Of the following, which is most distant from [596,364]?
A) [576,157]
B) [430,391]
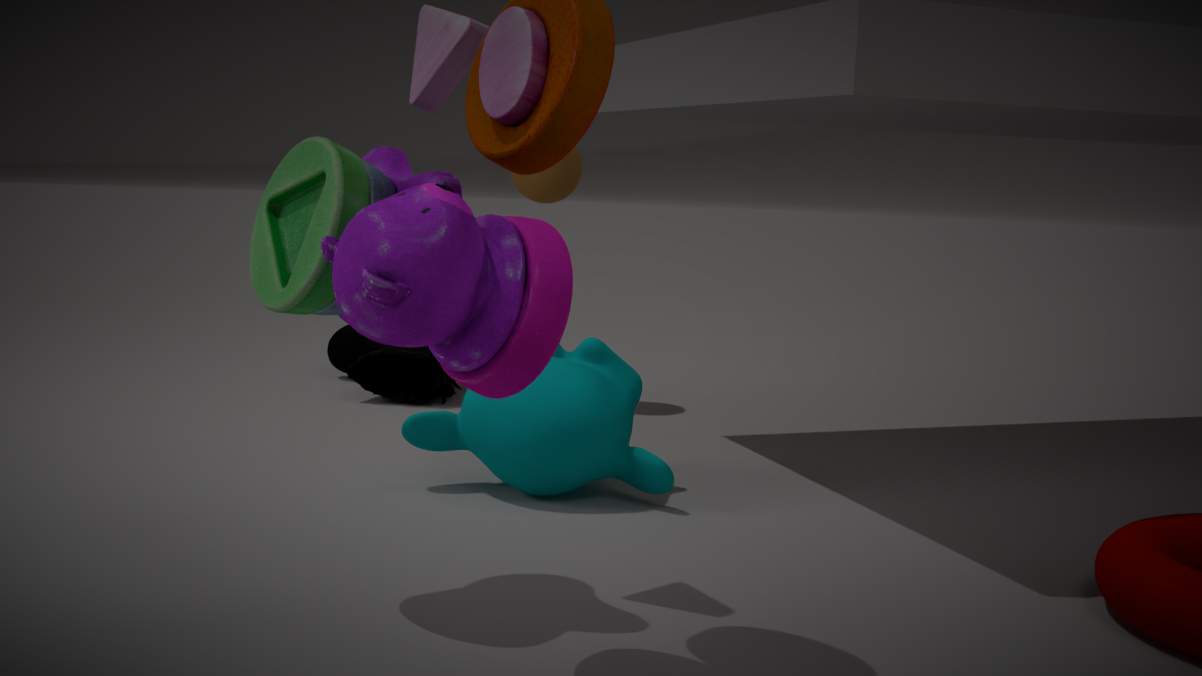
[430,391]
